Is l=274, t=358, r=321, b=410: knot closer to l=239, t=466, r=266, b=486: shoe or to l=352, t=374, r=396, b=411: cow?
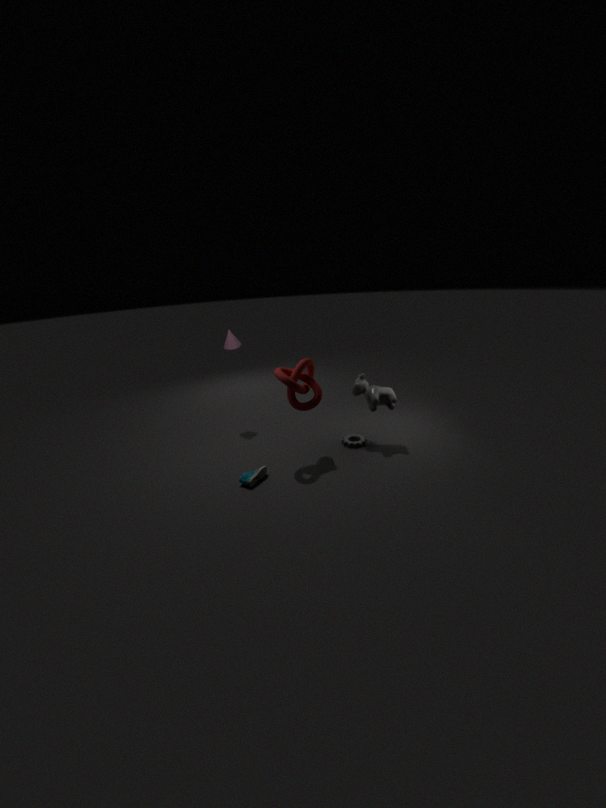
l=352, t=374, r=396, b=411: cow
